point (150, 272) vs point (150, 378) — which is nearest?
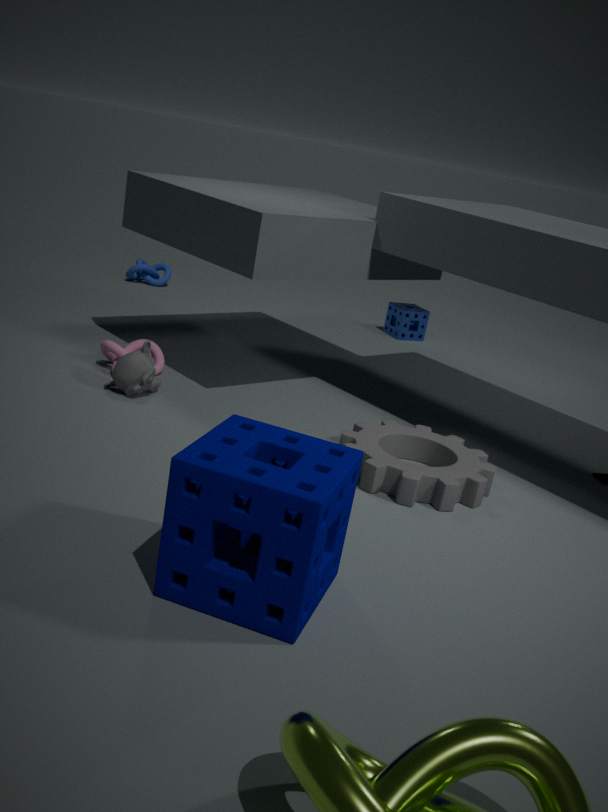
point (150, 378)
